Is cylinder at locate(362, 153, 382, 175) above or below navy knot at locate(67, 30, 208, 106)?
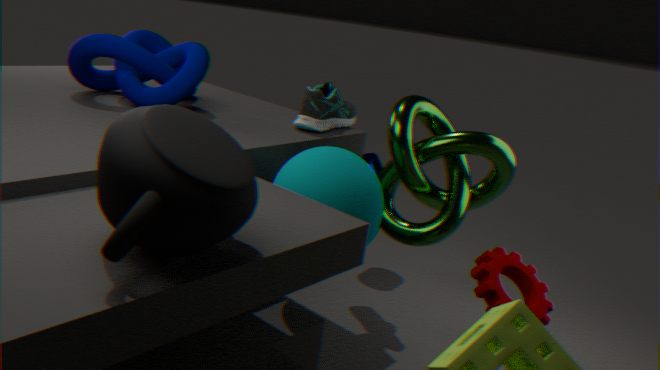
below
